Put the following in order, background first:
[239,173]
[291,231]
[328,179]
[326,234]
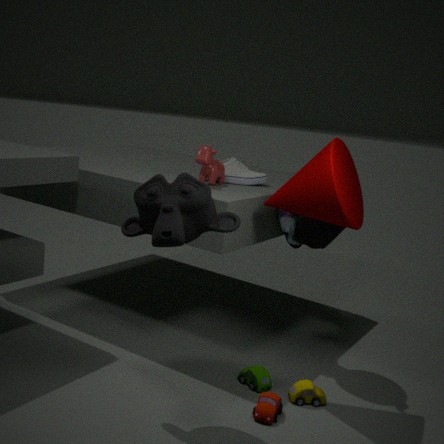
1. [239,173]
2. [291,231]
3. [326,234]
4. [328,179]
